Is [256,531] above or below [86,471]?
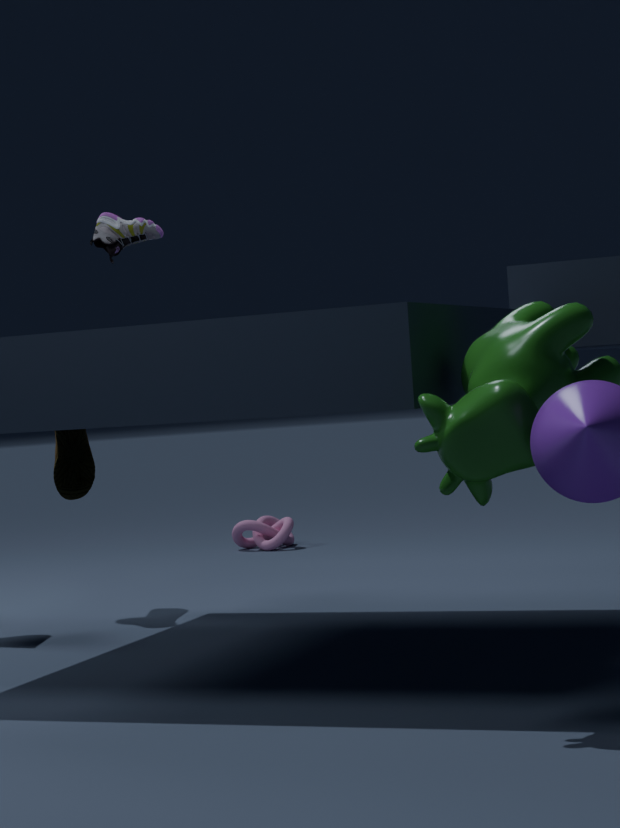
below
